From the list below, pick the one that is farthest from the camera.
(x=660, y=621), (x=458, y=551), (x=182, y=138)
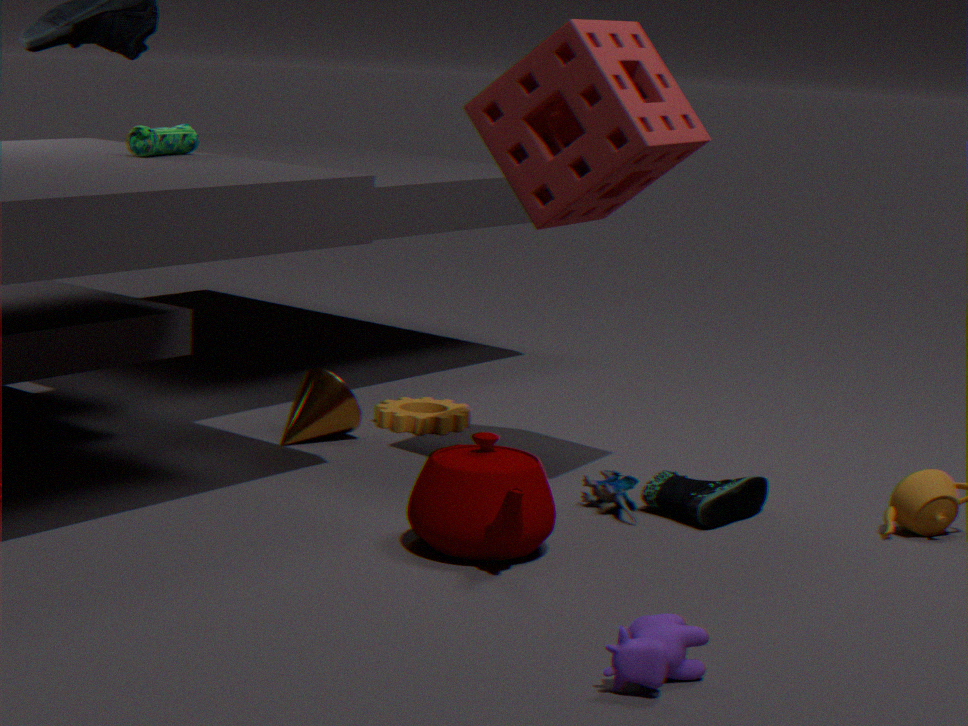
(x=182, y=138)
